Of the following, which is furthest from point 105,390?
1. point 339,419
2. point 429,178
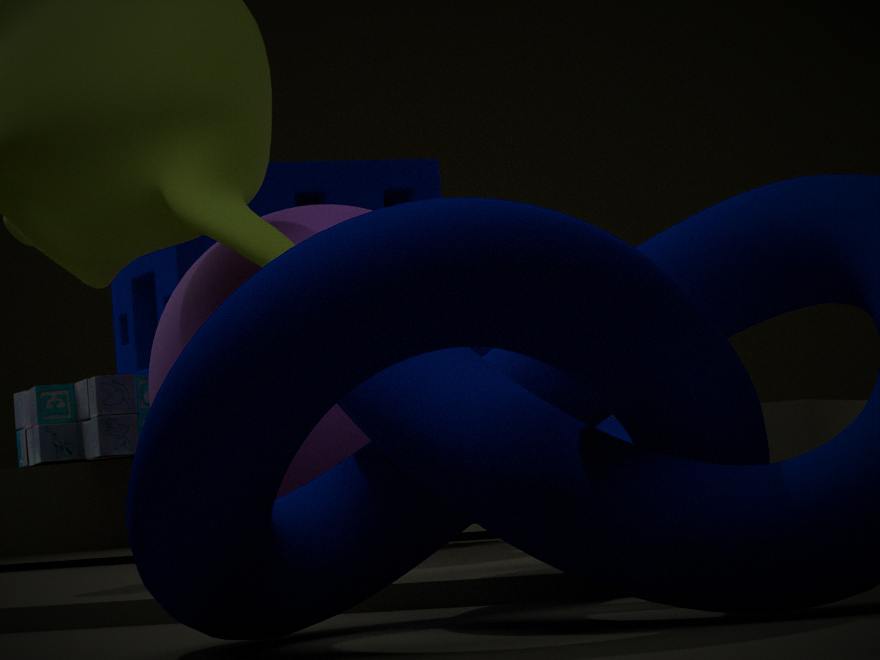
point 339,419
